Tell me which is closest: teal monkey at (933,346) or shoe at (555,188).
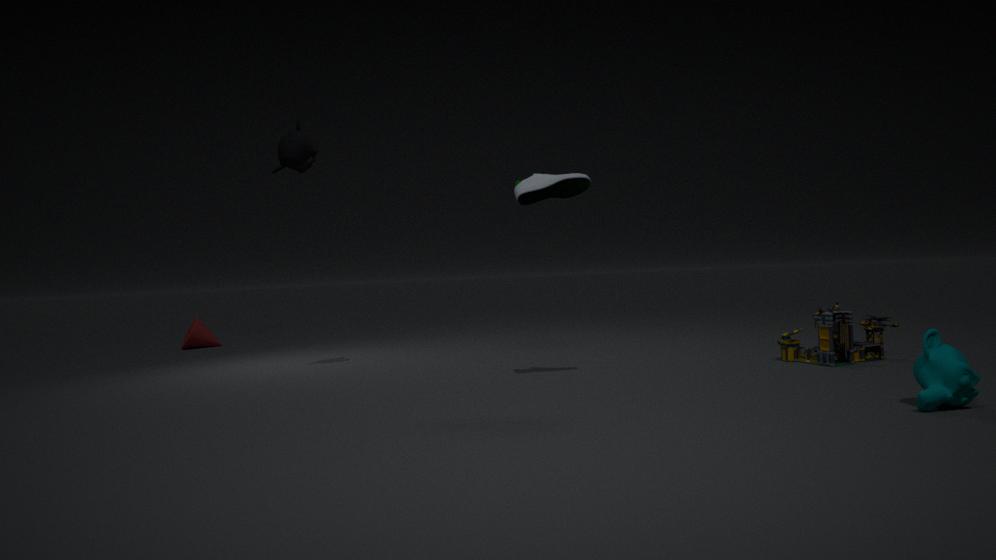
teal monkey at (933,346)
